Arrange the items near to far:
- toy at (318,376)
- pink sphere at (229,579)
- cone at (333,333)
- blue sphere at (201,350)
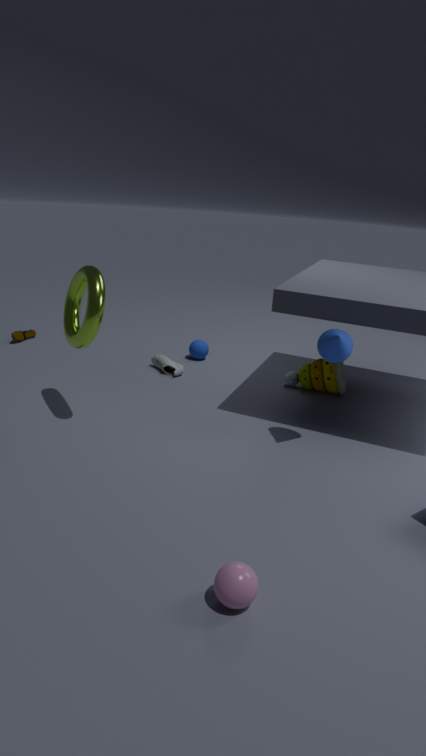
pink sphere at (229,579) < cone at (333,333) < toy at (318,376) < blue sphere at (201,350)
